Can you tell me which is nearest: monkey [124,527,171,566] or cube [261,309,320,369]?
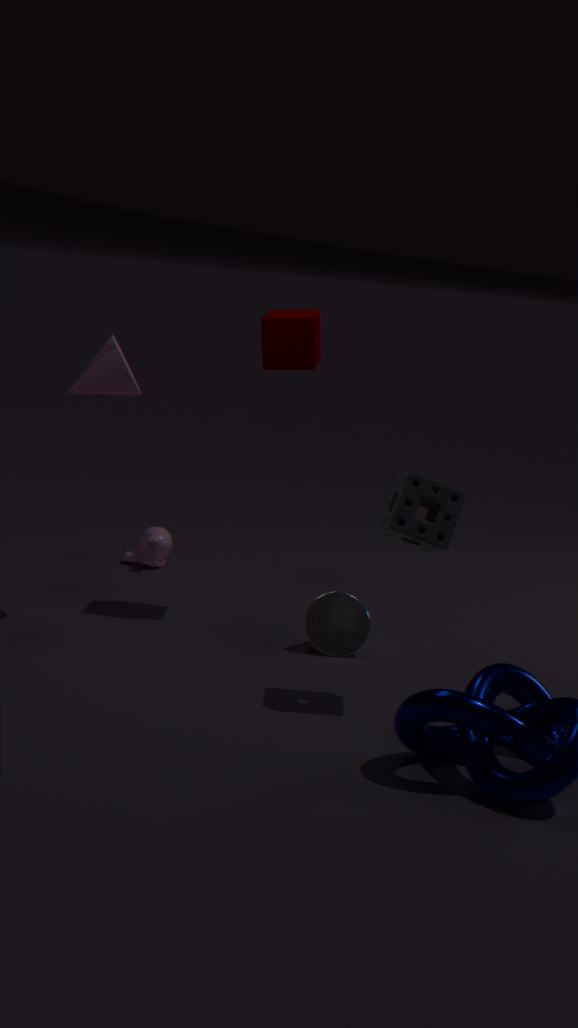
cube [261,309,320,369]
